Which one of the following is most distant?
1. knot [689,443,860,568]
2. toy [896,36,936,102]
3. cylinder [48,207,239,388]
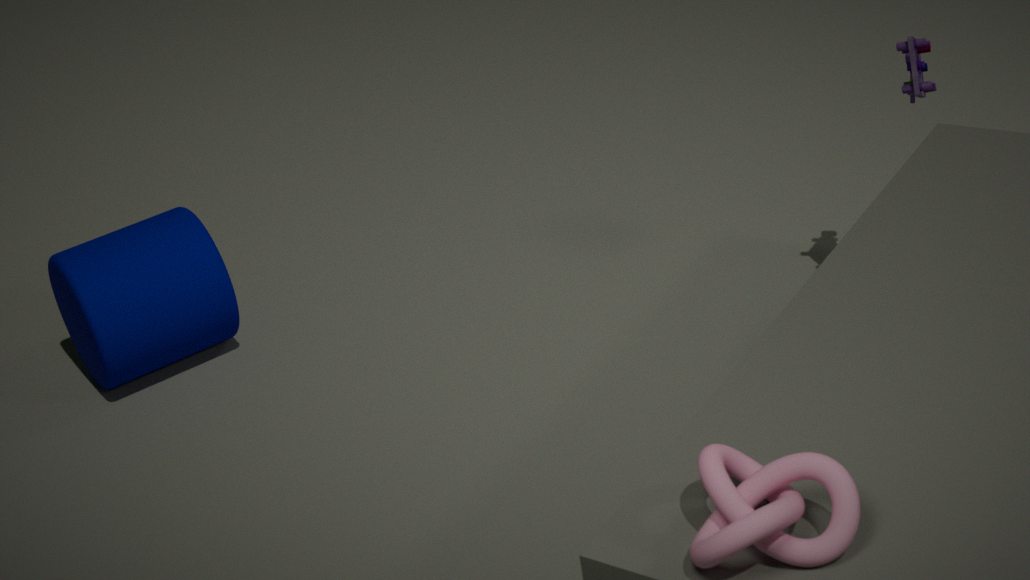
cylinder [48,207,239,388]
